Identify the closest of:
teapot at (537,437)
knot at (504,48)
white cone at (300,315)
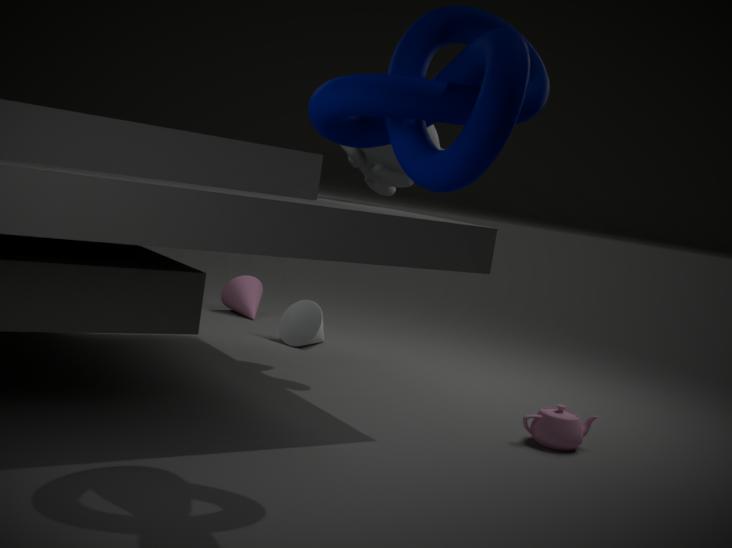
knot at (504,48)
